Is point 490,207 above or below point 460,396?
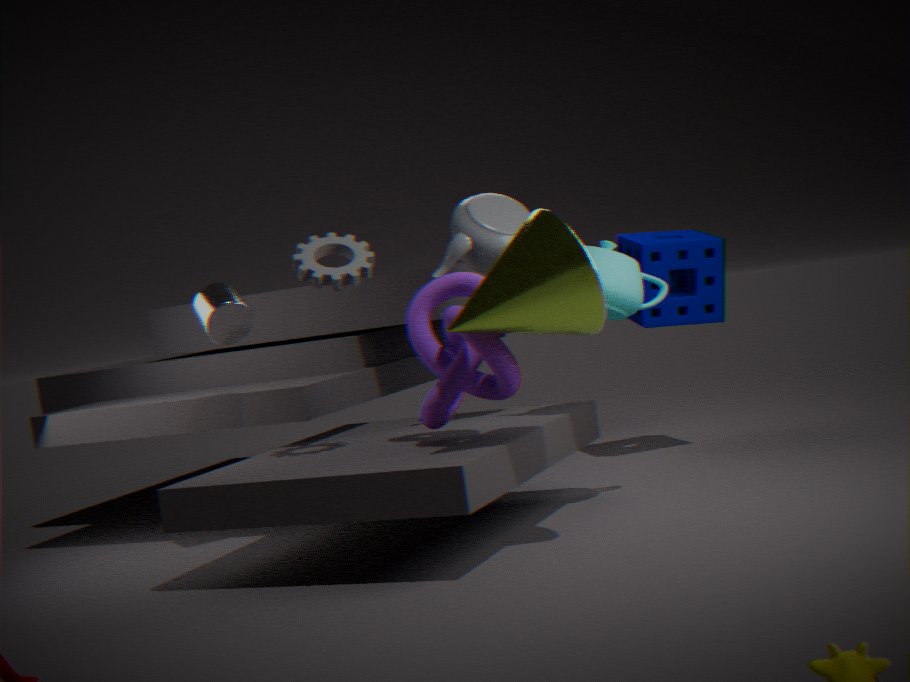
above
